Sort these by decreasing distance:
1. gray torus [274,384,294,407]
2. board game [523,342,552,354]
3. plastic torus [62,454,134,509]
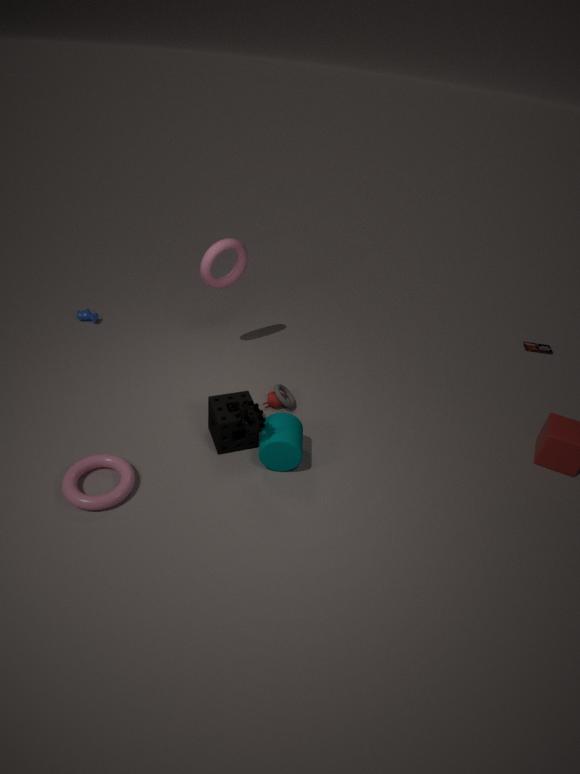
1. board game [523,342,552,354]
2. gray torus [274,384,294,407]
3. plastic torus [62,454,134,509]
